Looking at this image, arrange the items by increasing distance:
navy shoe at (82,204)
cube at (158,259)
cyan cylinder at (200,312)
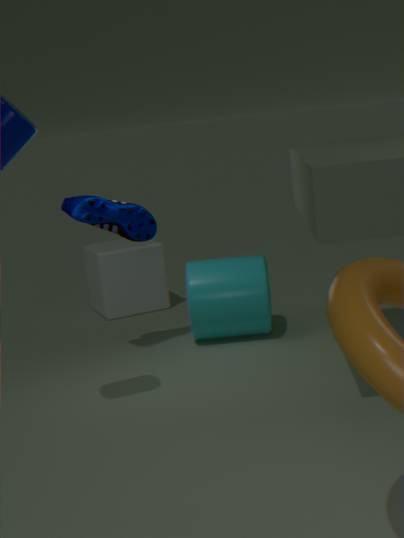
navy shoe at (82,204) → cyan cylinder at (200,312) → cube at (158,259)
